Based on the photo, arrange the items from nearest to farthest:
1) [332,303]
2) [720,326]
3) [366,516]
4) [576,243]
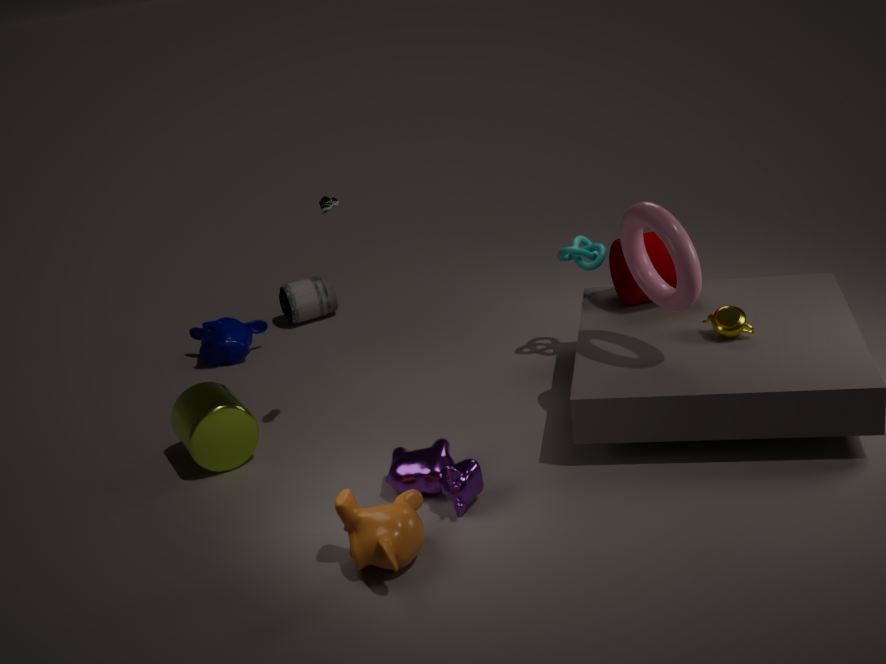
3. [366,516], 2. [720,326], 4. [576,243], 1. [332,303]
